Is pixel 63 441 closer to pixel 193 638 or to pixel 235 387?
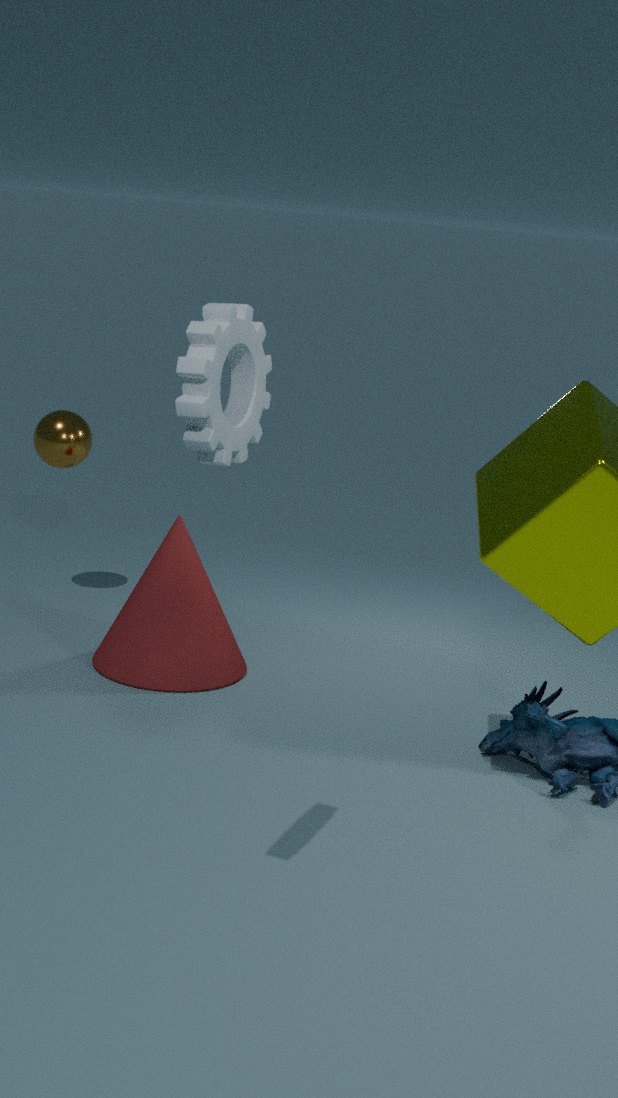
pixel 193 638
